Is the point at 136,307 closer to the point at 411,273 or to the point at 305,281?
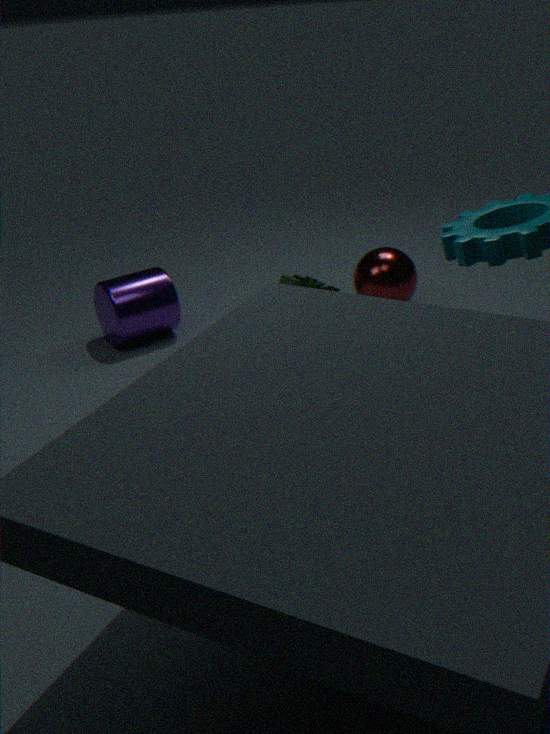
the point at 305,281
